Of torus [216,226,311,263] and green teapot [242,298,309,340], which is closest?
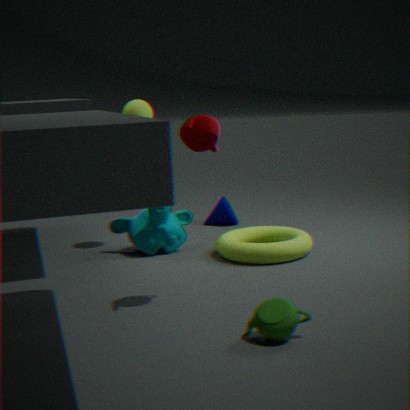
green teapot [242,298,309,340]
